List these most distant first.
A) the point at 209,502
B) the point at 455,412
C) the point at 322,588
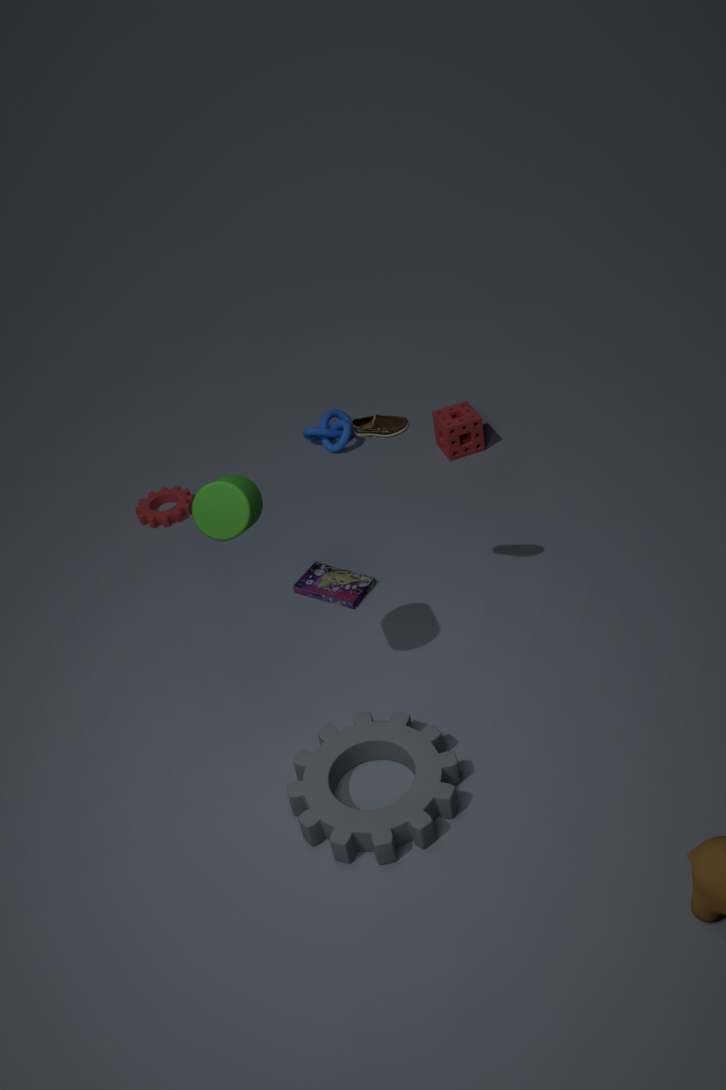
1. the point at 455,412
2. the point at 322,588
3. the point at 209,502
